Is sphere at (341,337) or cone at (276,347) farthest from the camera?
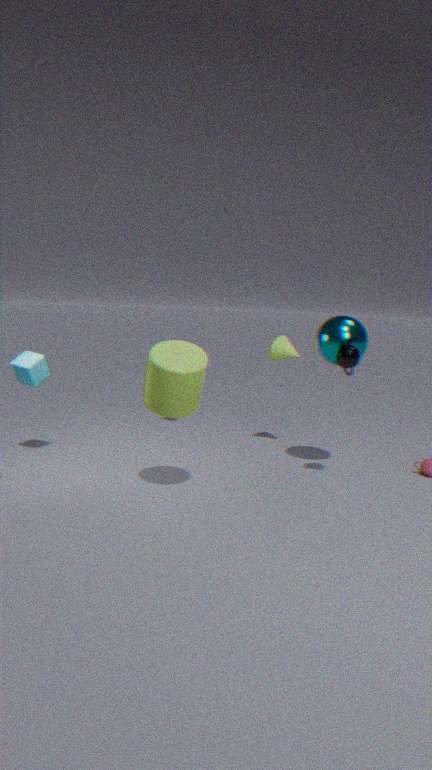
cone at (276,347)
